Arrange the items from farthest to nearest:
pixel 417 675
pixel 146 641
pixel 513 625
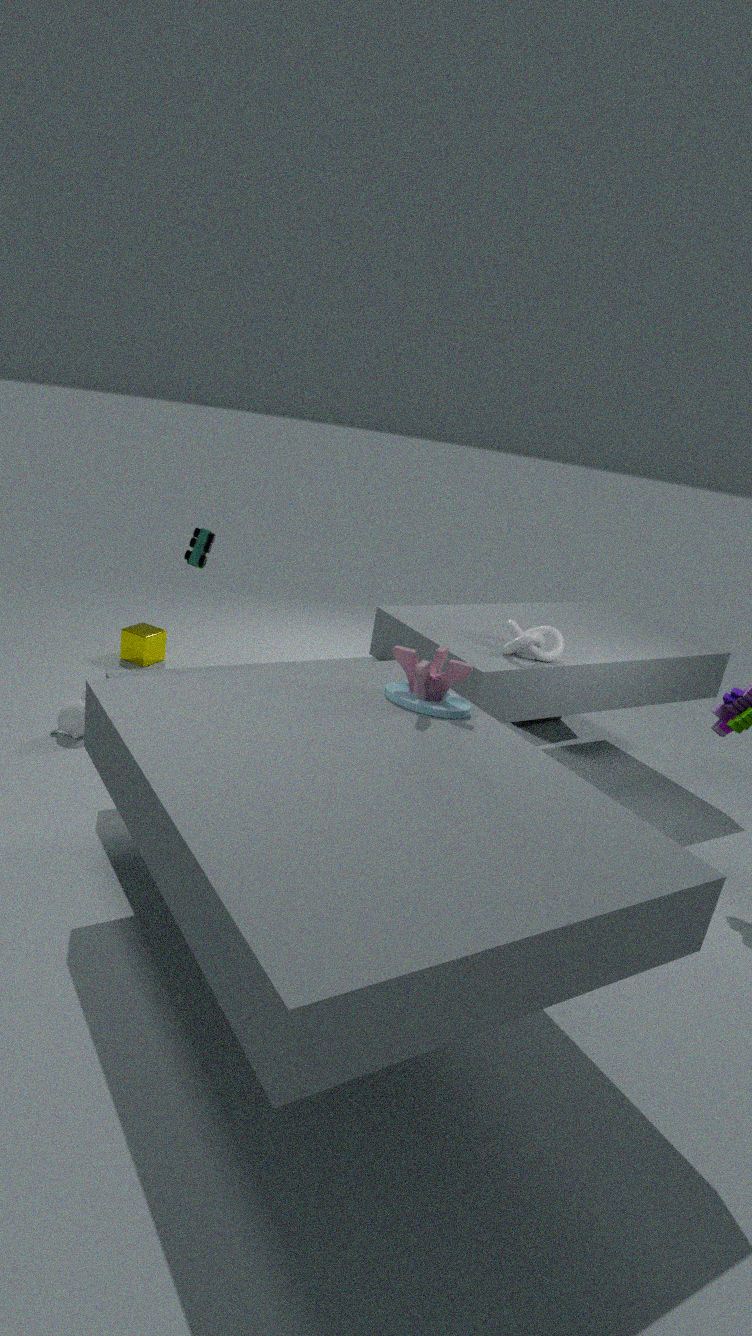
pixel 146 641 < pixel 513 625 < pixel 417 675
